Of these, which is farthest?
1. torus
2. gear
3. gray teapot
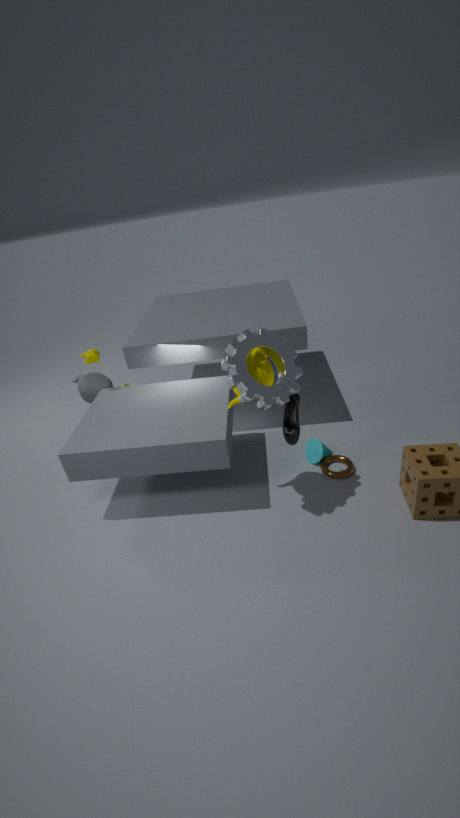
gray teapot
